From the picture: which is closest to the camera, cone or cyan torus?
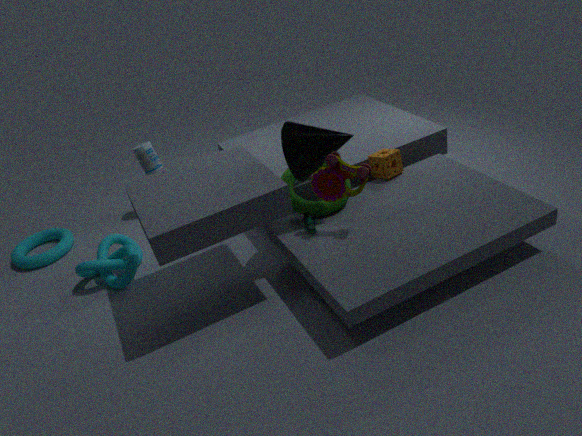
cone
